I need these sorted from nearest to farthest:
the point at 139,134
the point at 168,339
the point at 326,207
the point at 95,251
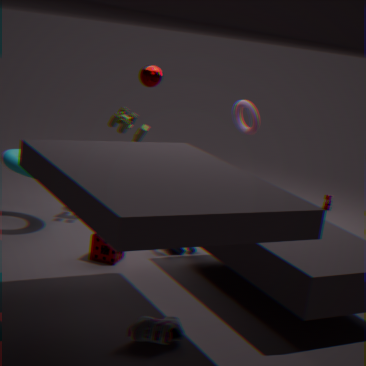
the point at 168,339
the point at 95,251
the point at 139,134
the point at 326,207
